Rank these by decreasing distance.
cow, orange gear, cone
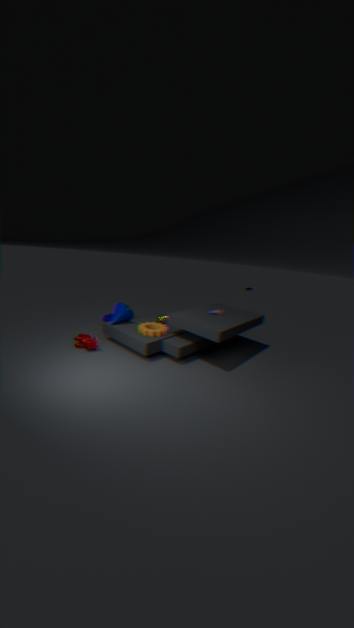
1. cone
2. orange gear
3. cow
